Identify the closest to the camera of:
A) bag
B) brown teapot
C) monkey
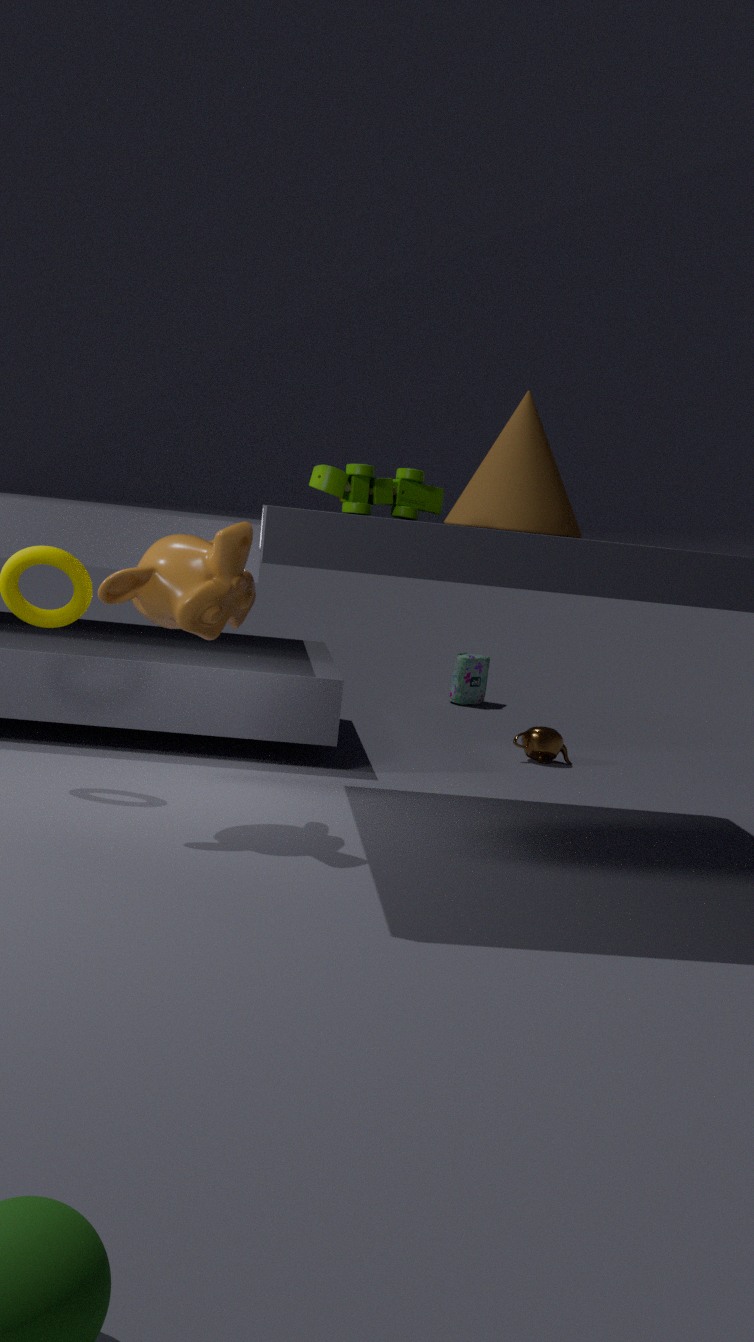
monkey
